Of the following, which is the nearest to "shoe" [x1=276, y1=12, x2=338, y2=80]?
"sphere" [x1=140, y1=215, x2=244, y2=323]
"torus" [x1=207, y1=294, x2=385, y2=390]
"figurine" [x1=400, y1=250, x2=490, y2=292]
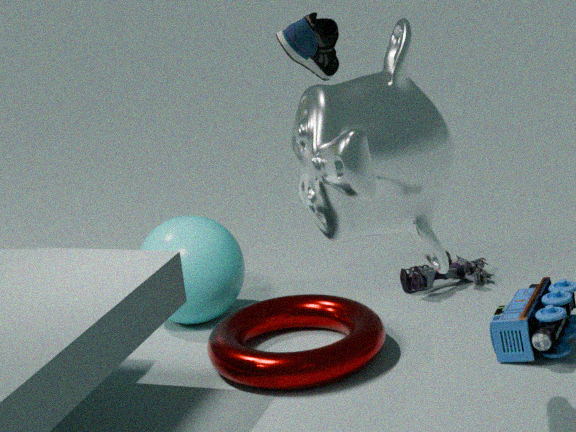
"torus" [x1=207, y1=294, x2=385, y2=390]
